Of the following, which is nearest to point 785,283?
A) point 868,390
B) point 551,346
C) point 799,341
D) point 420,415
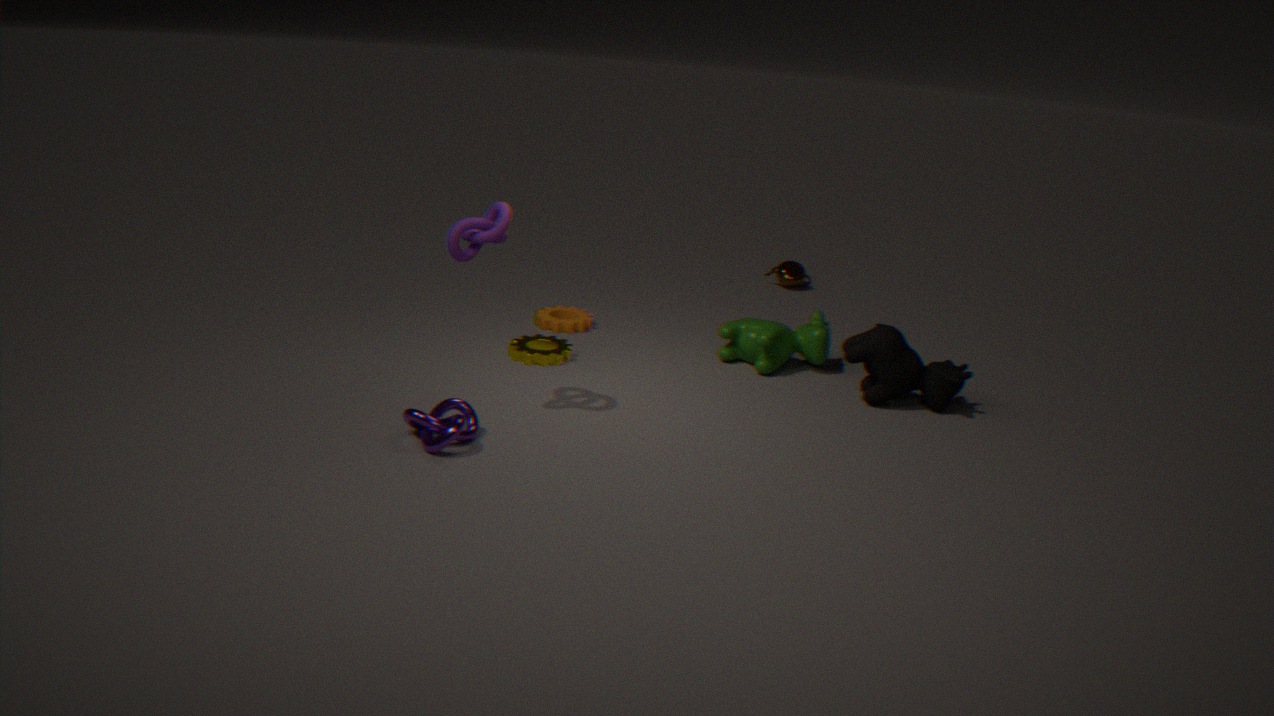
point 799,341
